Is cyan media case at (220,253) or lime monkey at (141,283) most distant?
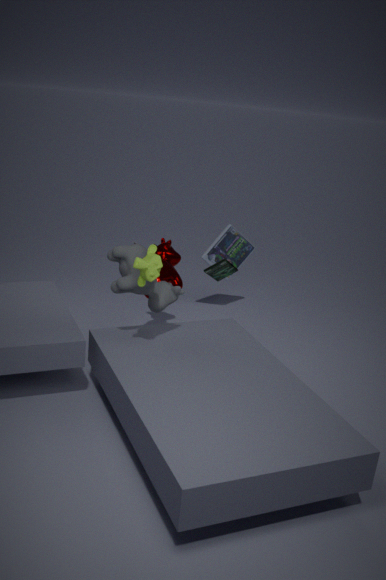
cyan media case at (220,253)
